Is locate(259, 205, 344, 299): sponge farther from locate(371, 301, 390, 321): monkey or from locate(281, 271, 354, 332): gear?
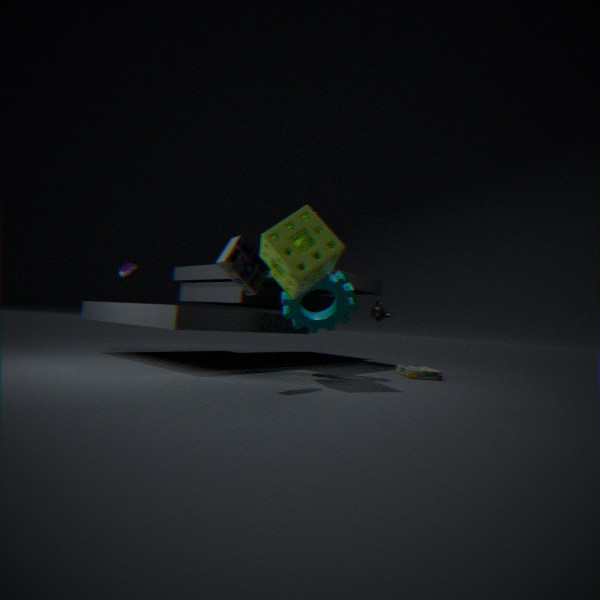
locate(371, 301, 390, 321): monkey
